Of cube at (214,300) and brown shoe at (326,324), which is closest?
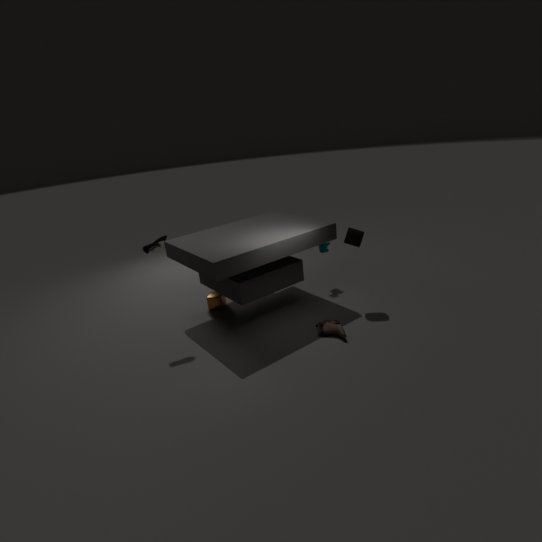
brown shoe at (326,324)
